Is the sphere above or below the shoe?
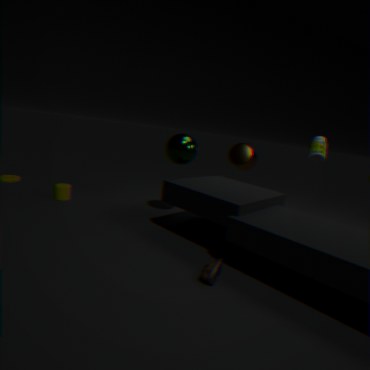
above
